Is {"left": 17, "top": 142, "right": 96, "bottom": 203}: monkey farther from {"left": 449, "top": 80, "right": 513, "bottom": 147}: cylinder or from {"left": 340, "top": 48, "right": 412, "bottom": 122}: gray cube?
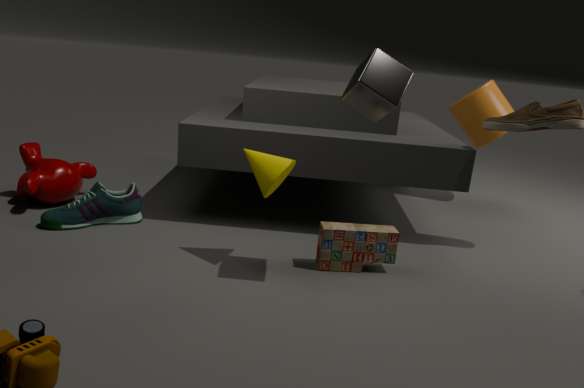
{"left": 449, "top": 80, "right": 513, "bottom": 147}: cylinder
